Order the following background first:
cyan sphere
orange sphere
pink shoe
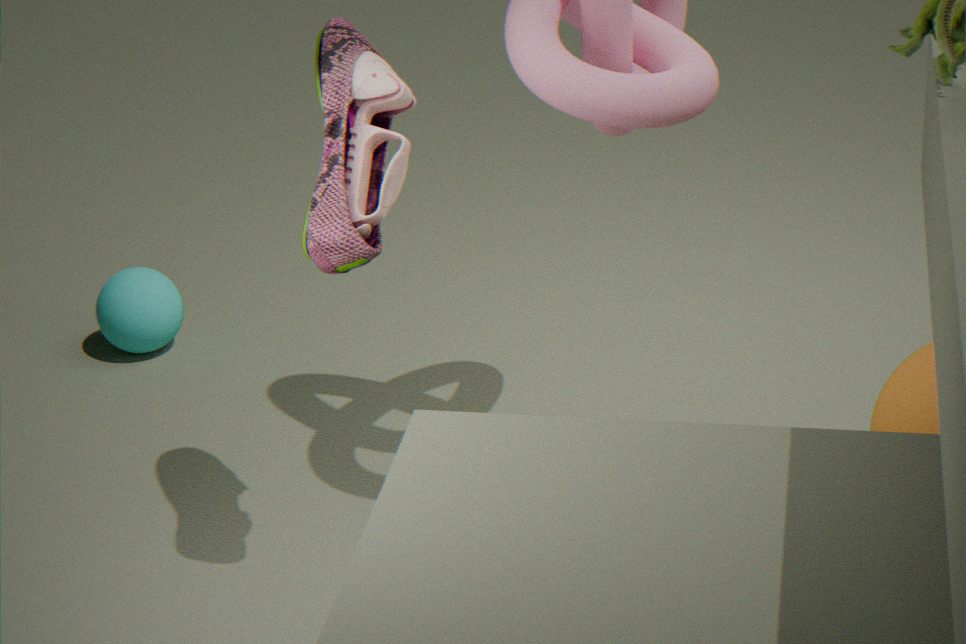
cyan sphere < orange sphere < pink shoe
